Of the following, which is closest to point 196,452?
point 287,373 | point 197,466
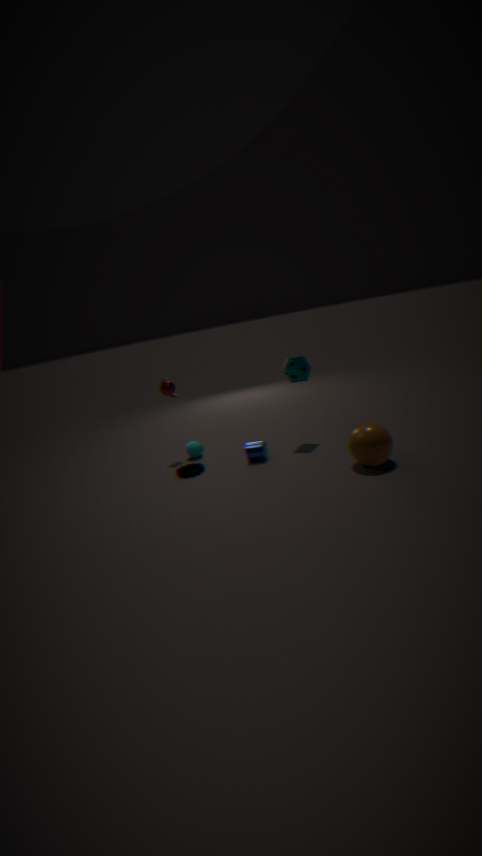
point 197,466
